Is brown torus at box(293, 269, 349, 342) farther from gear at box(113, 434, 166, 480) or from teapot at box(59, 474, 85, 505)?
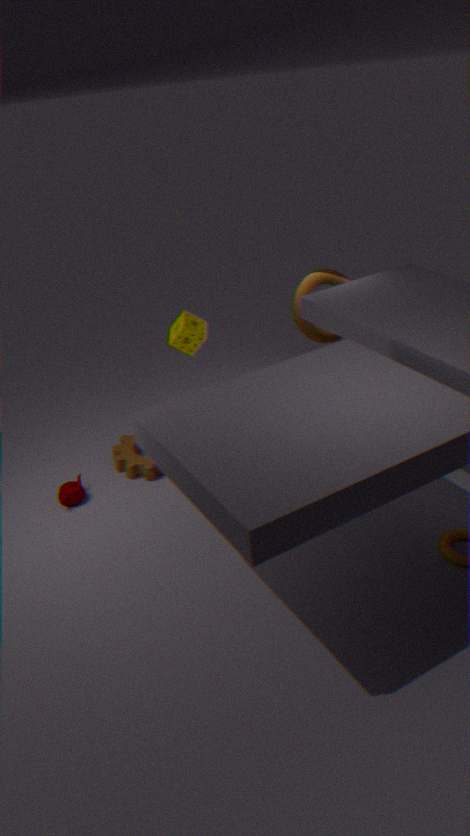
teapot at box(59, 474, 85, 505)
